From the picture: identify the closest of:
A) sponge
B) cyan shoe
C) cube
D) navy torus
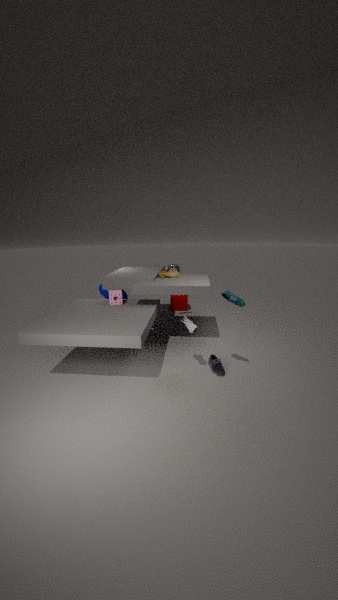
cyan shoe
